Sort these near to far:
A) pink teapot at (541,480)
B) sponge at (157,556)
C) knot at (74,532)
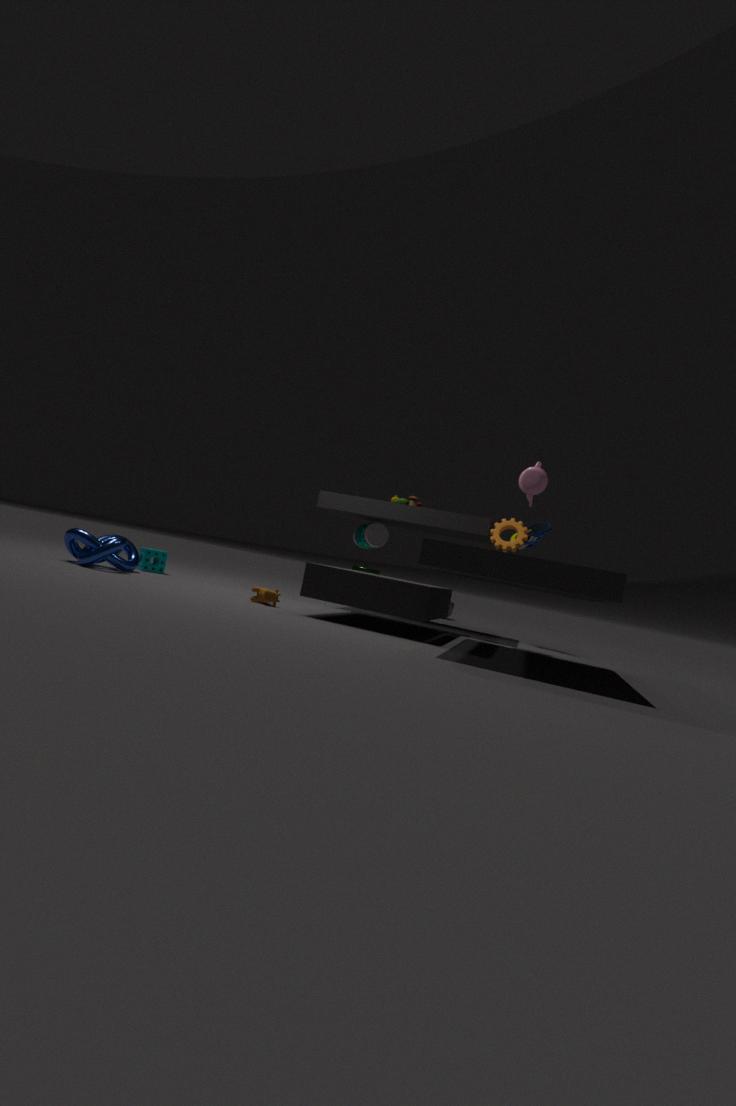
pink teapot at (541,480)
knot at (74,532)
sponge at (157,556)
